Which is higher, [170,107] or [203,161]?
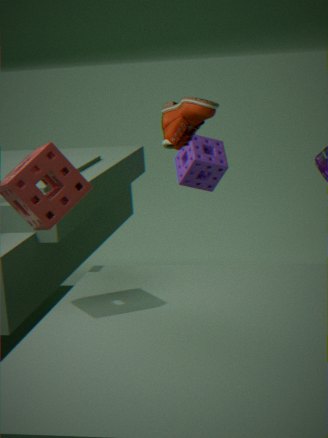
[170,107]
